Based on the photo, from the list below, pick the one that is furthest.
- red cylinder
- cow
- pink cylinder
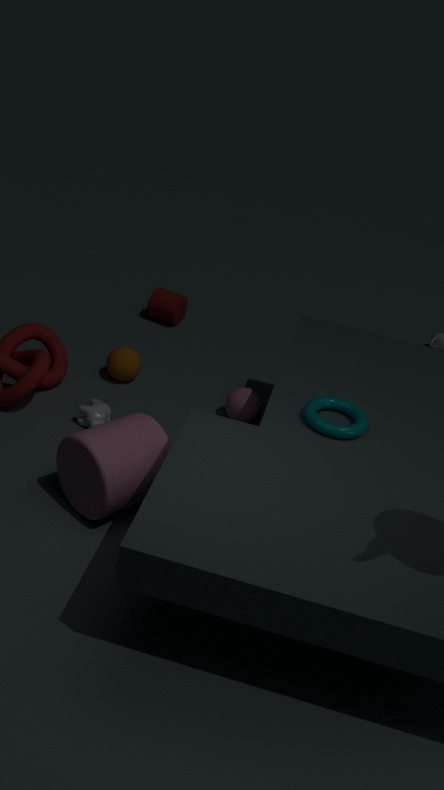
red cylinder
